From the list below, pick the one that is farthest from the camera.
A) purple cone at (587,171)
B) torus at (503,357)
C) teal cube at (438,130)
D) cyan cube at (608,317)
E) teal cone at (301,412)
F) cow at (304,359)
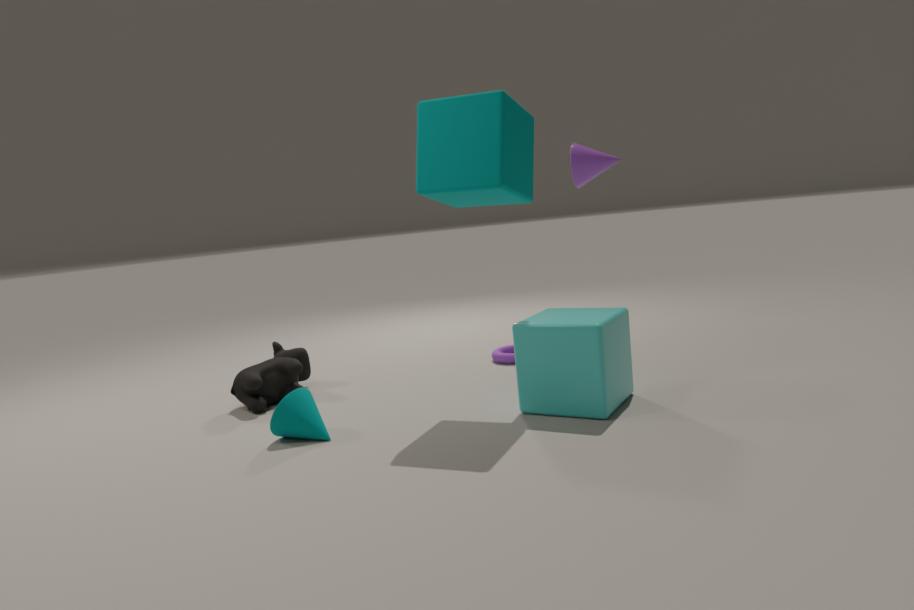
torus at (503,357)
